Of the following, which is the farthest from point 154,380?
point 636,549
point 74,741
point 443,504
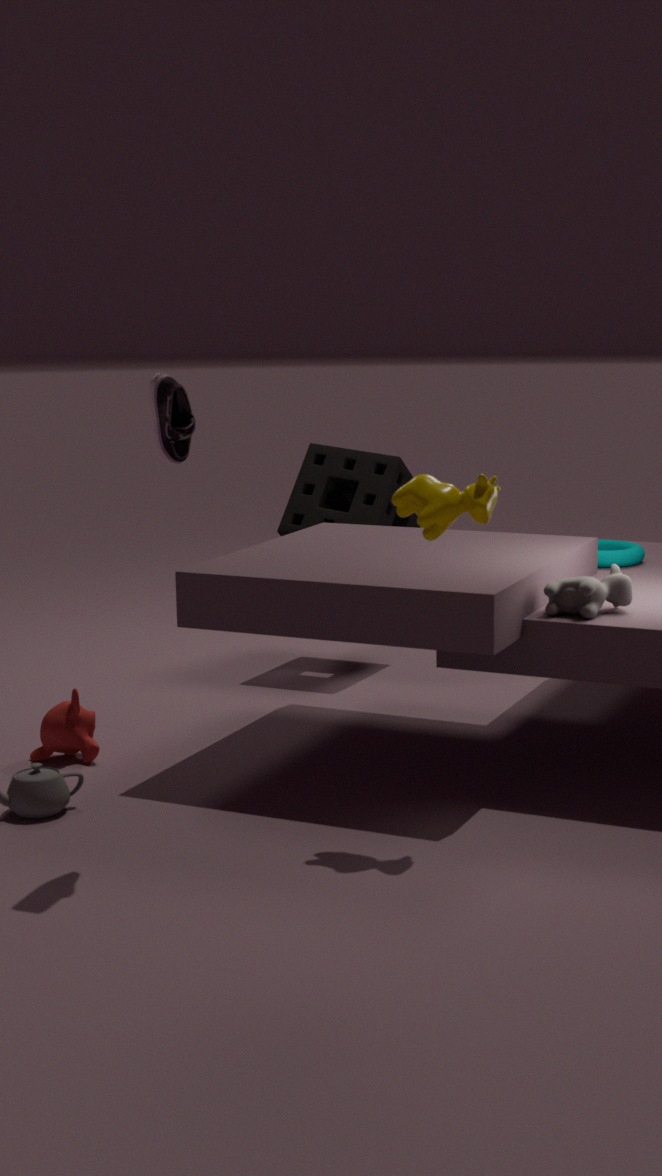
point 636,549
